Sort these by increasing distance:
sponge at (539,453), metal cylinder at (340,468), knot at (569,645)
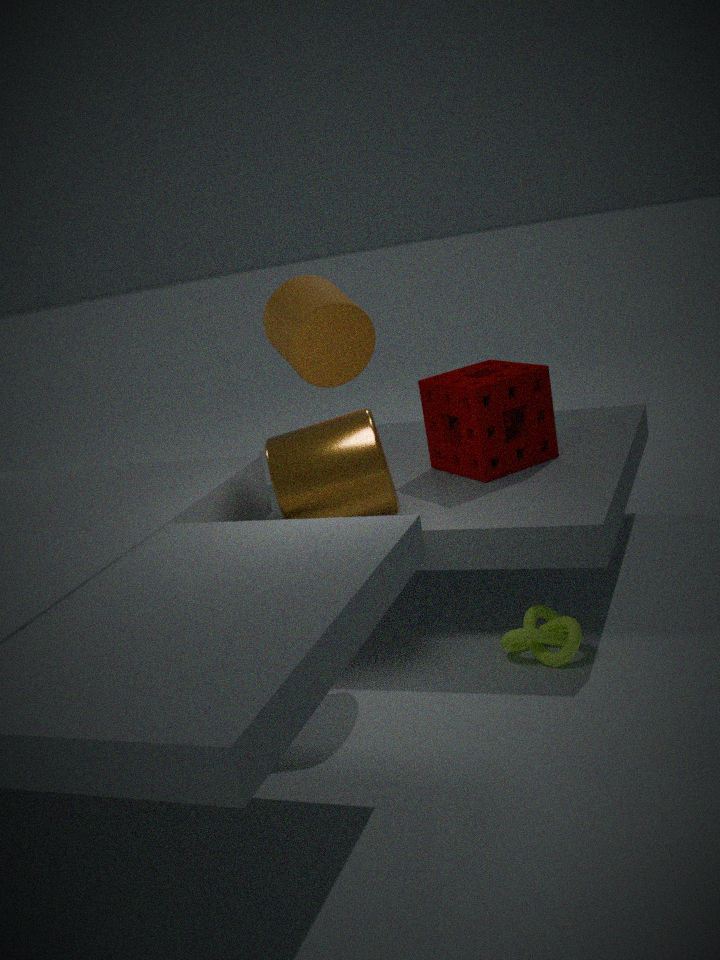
metal cylinder at (340,468), knot at (569,645), sponge at (539,453)
